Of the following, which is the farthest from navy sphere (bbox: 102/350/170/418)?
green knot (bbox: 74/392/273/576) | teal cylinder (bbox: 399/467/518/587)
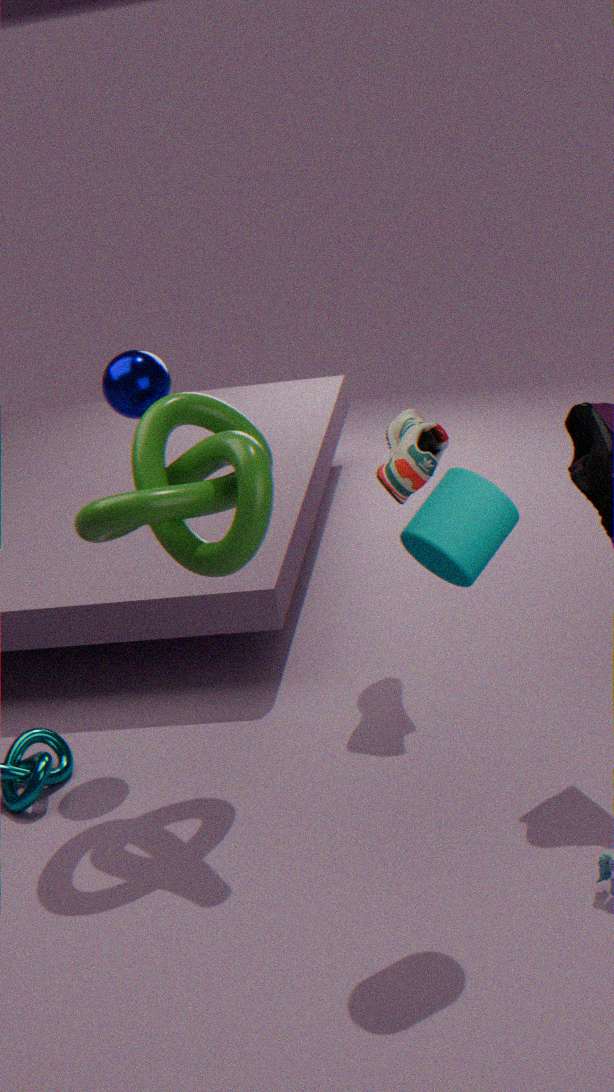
teal cylinder (bbox: 399/467/518/587)
